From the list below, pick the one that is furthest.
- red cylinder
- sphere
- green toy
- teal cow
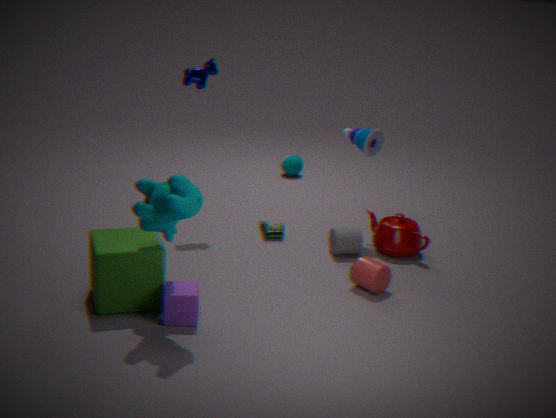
sphere
